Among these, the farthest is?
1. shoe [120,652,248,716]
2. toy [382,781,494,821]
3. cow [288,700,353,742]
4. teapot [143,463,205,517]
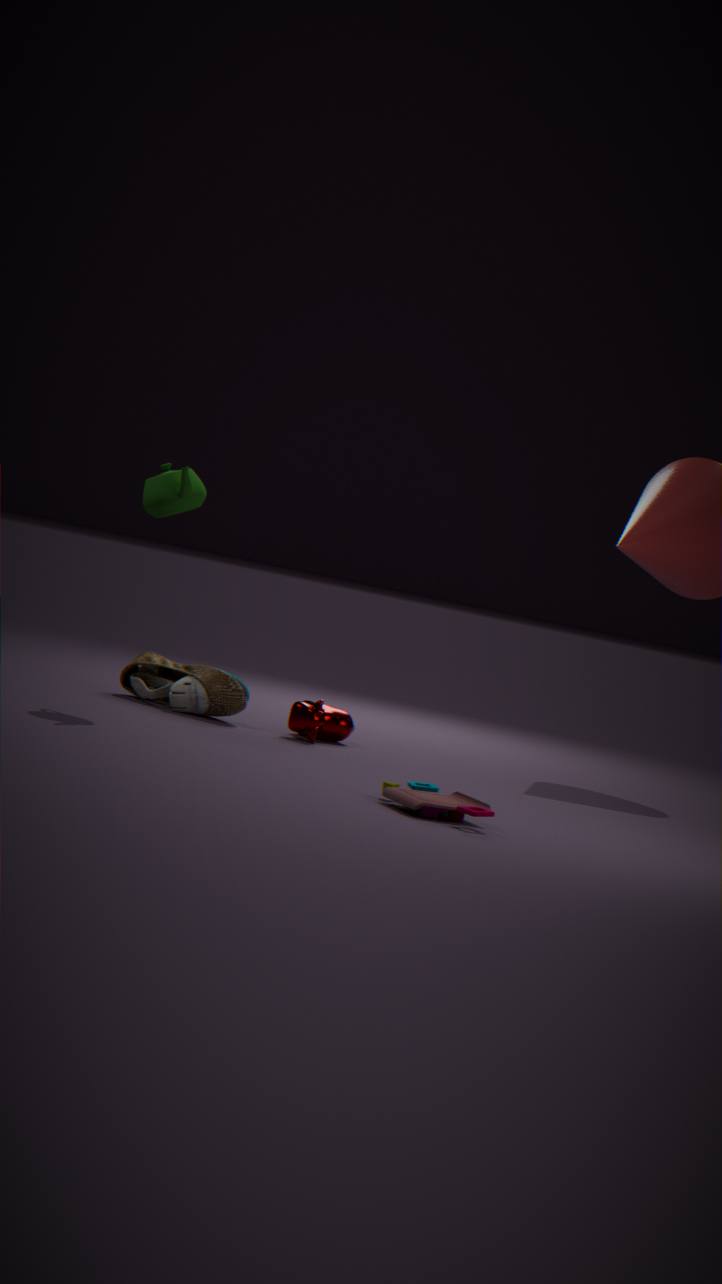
shoe [120,652,248,716]
